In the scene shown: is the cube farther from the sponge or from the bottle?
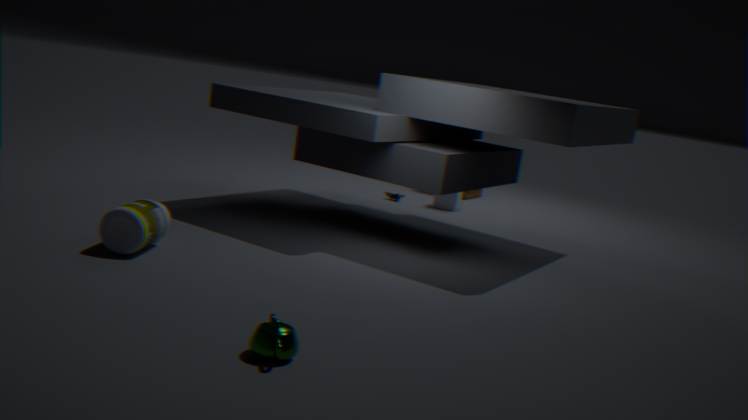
the bottle
